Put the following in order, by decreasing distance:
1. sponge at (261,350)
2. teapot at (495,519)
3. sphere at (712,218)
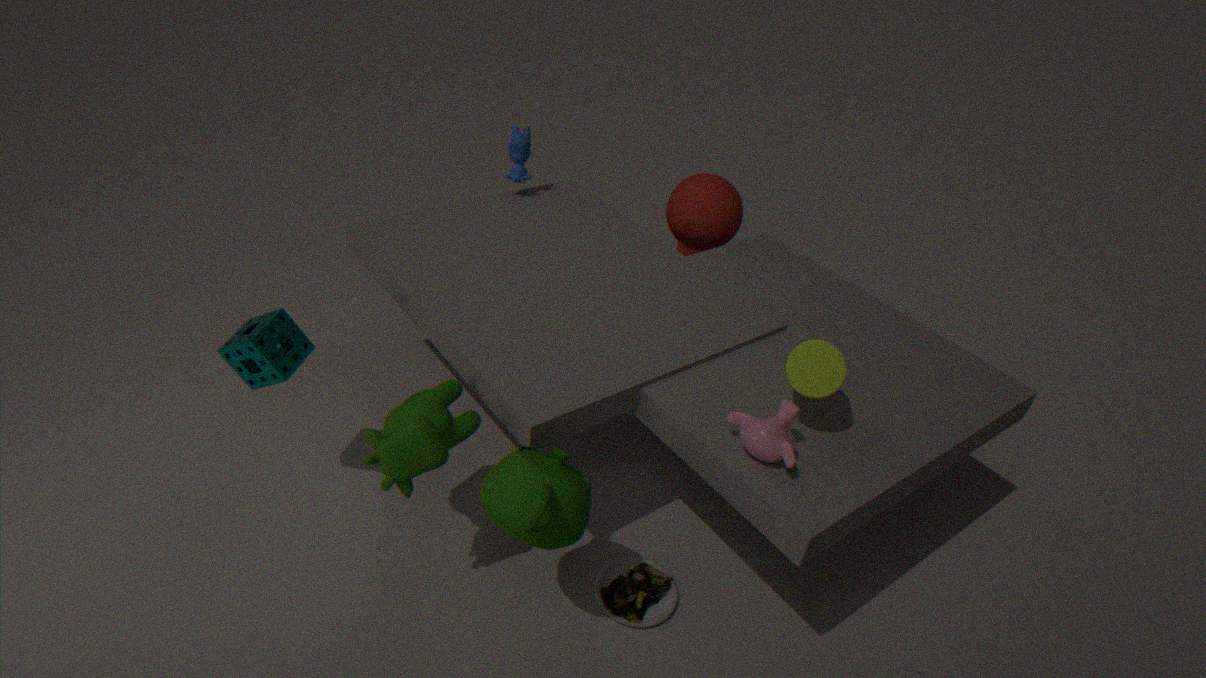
sphere at (712,218) → sponge at (261,350) → teapot at (495,519)
